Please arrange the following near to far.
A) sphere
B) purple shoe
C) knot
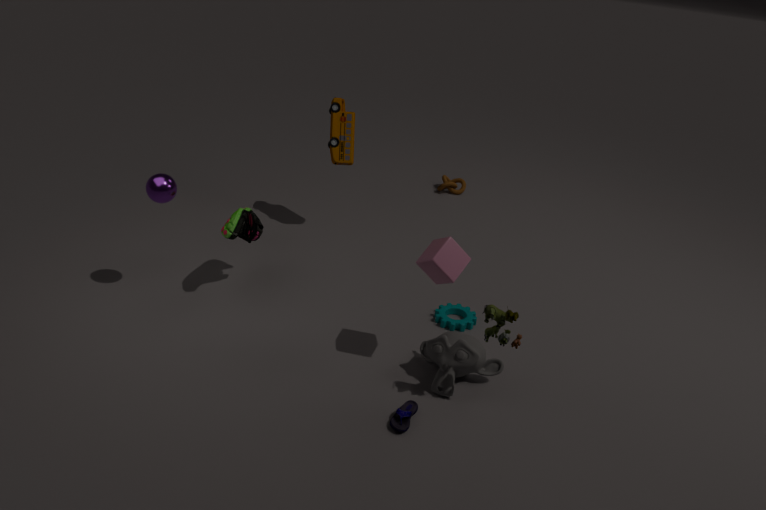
purple shoe
sphere
knot
